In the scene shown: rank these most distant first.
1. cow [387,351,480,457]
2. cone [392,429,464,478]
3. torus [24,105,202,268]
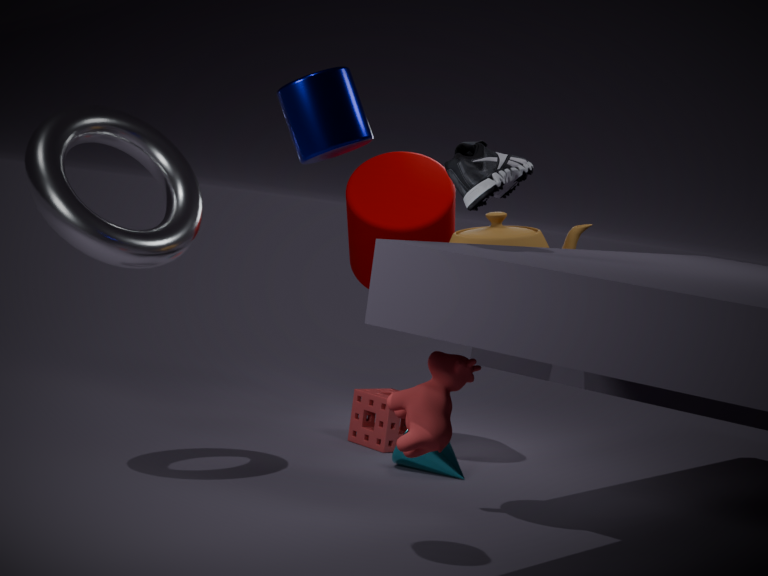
cone [392,429,464,478]
torus [24,105,202,268]
cow [387,351,480,457]
